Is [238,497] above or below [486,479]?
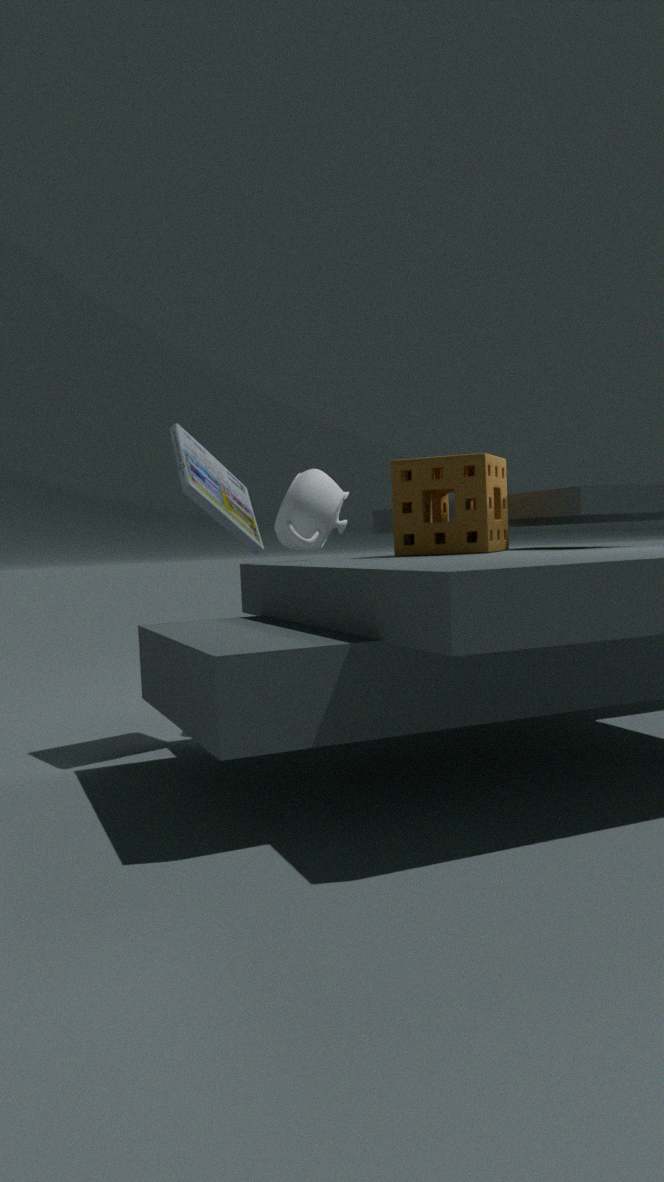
above
